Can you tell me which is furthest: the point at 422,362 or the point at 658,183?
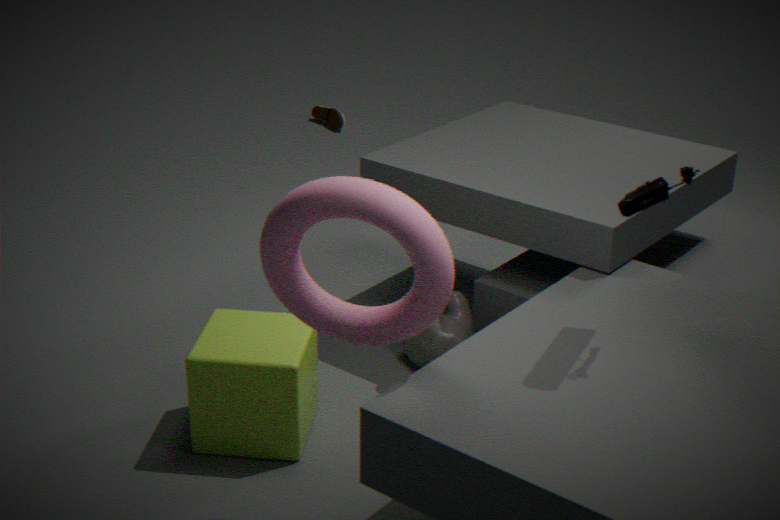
the point at 422,362
